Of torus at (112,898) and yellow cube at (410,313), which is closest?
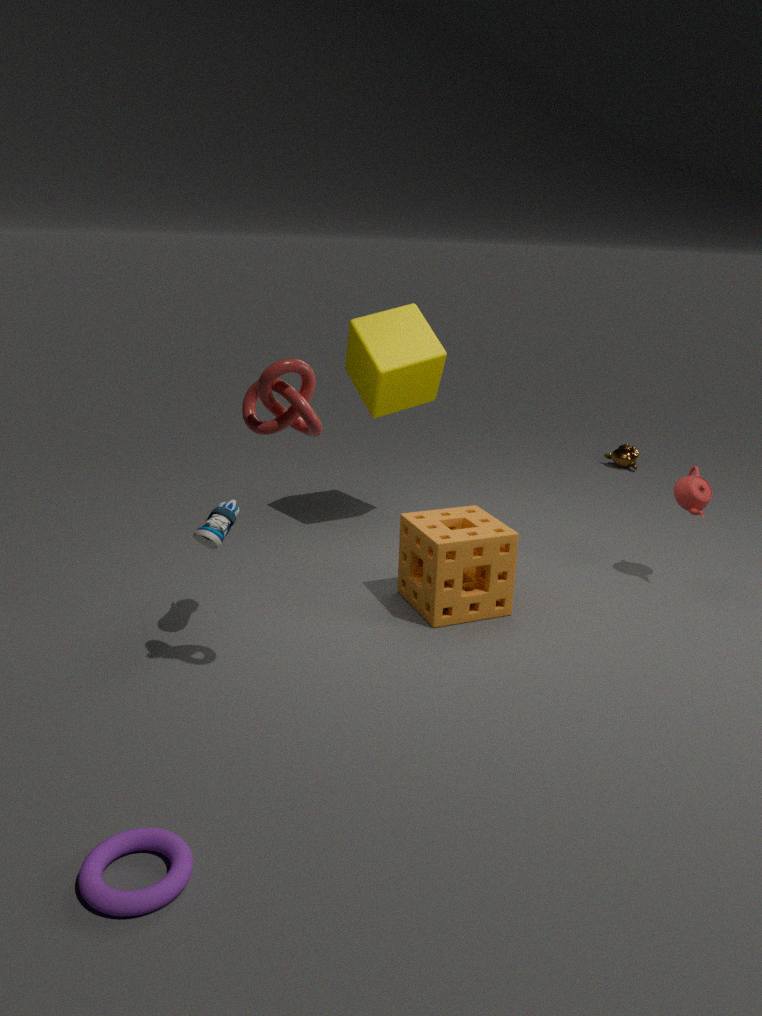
torus at (112,898)
